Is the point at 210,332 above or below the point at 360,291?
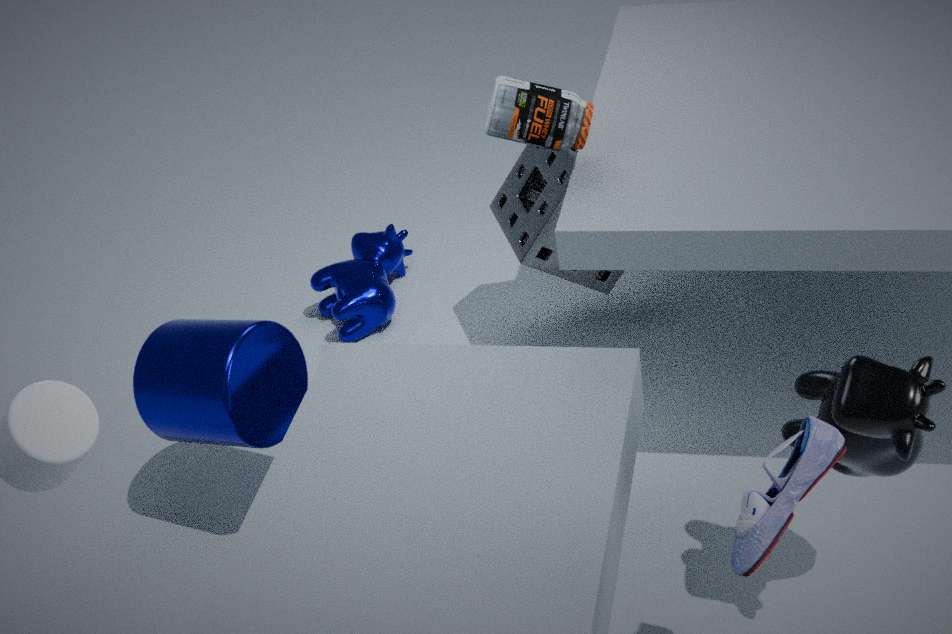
above
